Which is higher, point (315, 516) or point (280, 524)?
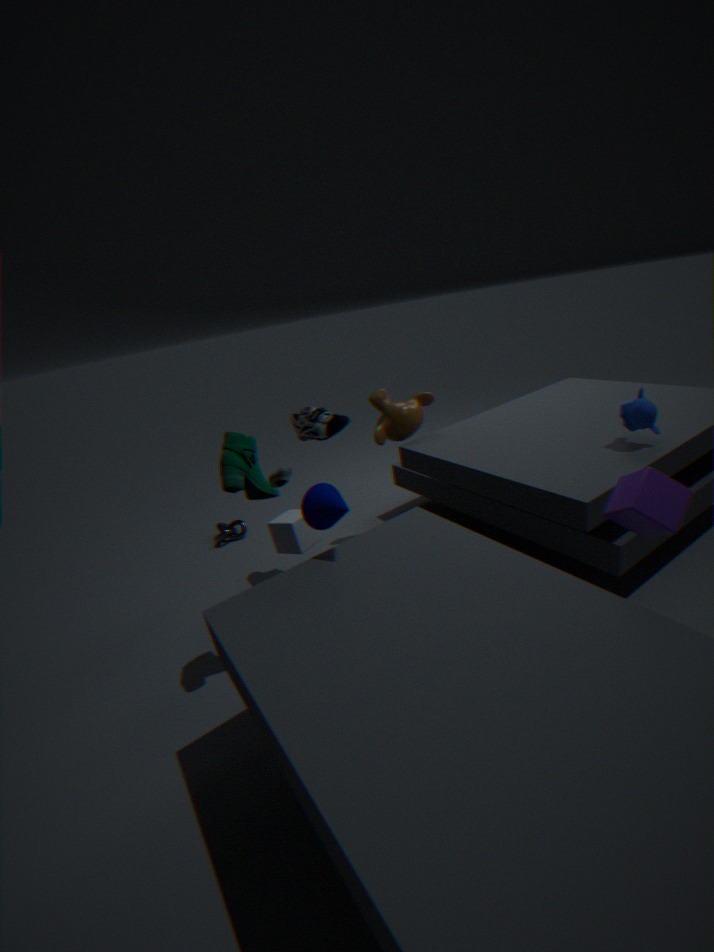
point (315, 516)
